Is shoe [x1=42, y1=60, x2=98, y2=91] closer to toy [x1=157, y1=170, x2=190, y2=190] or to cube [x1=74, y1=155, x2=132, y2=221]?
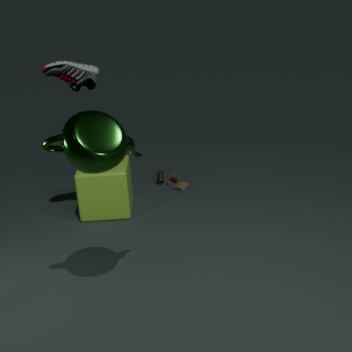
cube [x1=74, y1=155, x2=132, y2=221]
